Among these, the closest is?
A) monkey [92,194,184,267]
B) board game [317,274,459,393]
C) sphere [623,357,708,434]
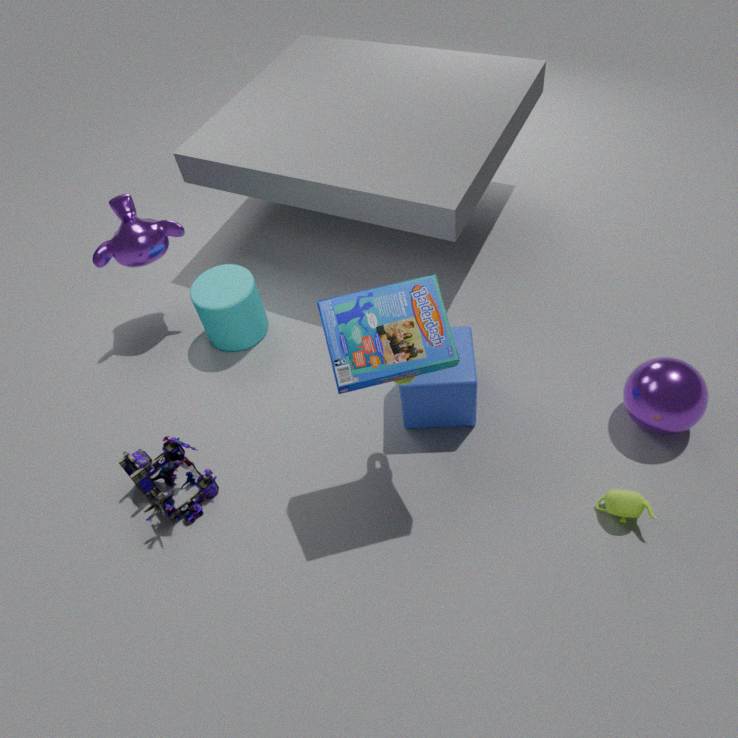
board game [317,274,459,393]
